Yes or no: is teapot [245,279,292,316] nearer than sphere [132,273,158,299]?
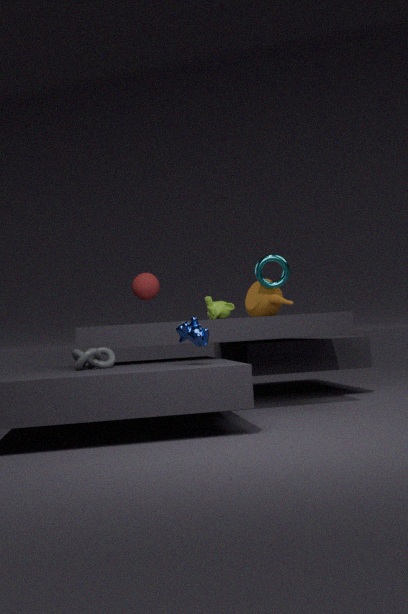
No
